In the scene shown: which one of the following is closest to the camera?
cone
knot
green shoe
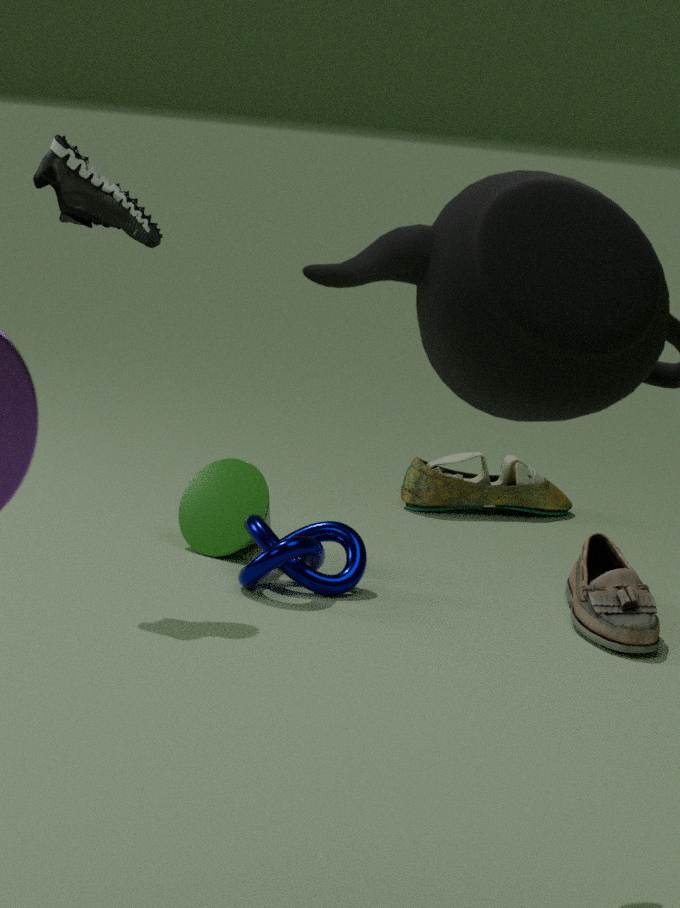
green shoe
